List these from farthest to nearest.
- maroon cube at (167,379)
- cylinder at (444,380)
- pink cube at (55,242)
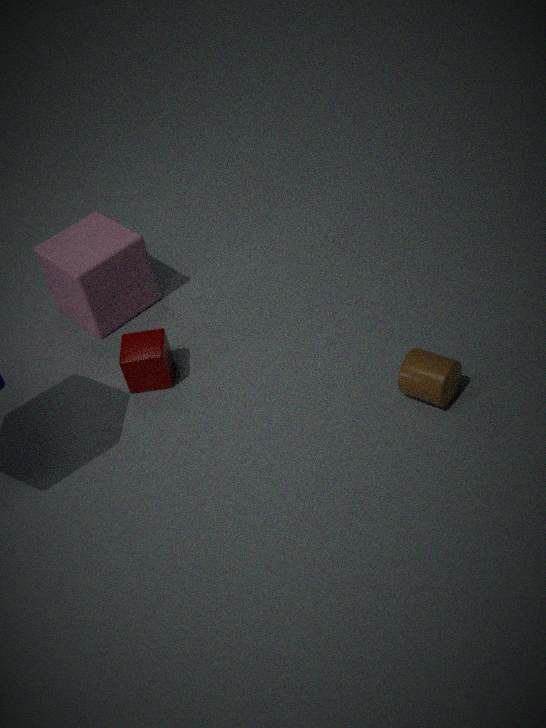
pink cube at (55,242) < maroon cube at (167,379) < cylinder at (444,380)
